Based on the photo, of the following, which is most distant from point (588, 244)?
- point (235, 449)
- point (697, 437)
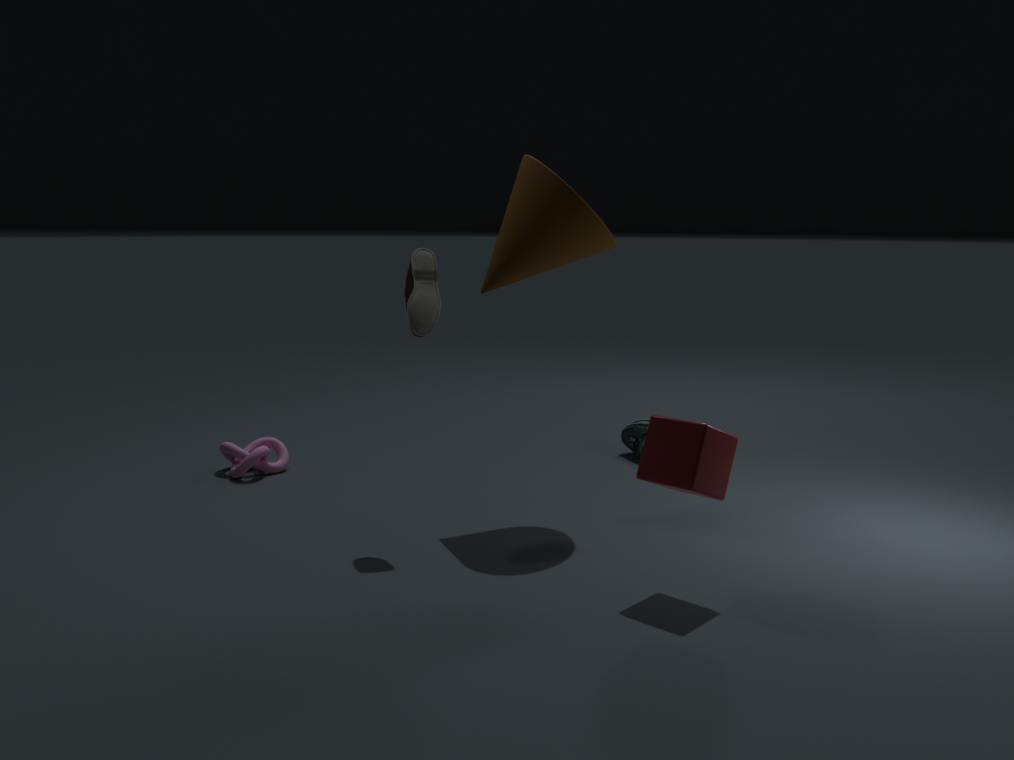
point (235, 449)
